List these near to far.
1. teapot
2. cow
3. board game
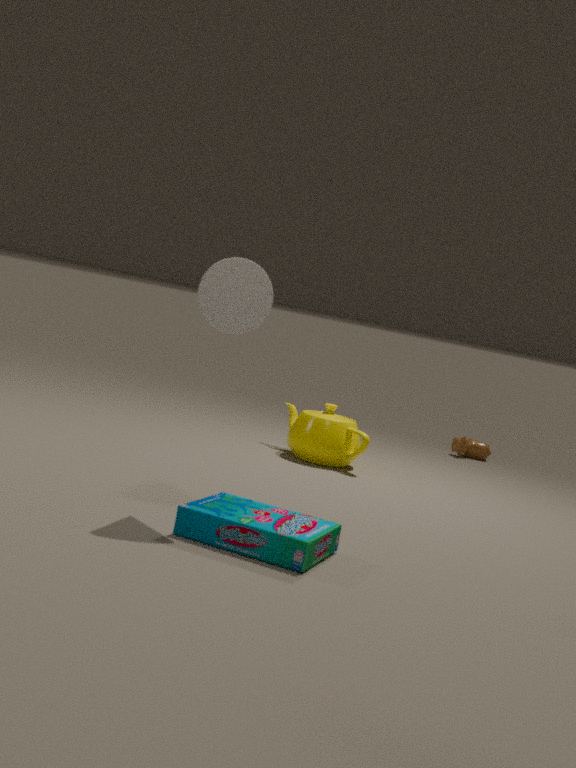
1. board game
2. teapot
3. cow
